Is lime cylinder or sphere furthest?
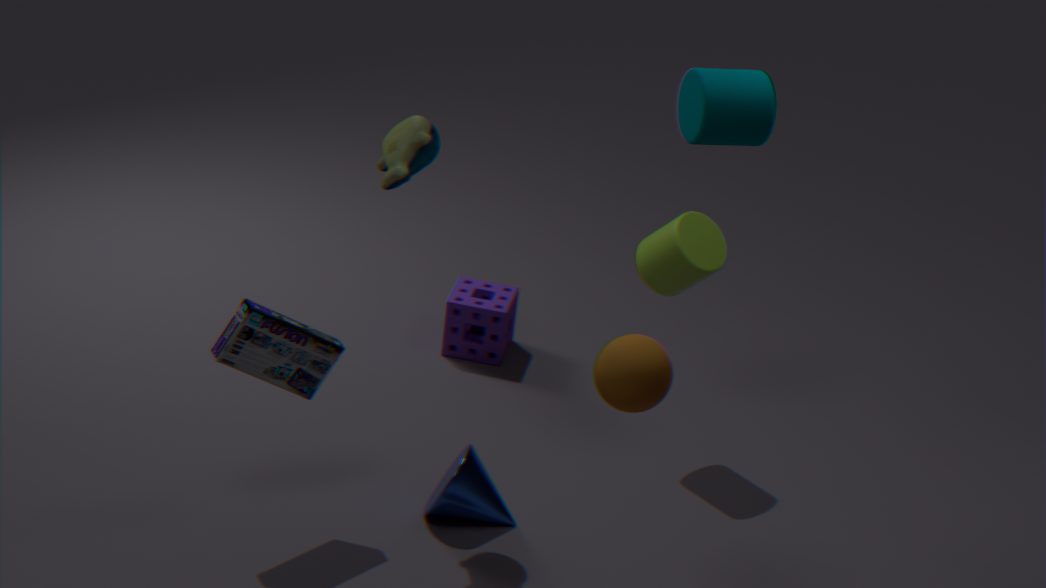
lime cylinder
